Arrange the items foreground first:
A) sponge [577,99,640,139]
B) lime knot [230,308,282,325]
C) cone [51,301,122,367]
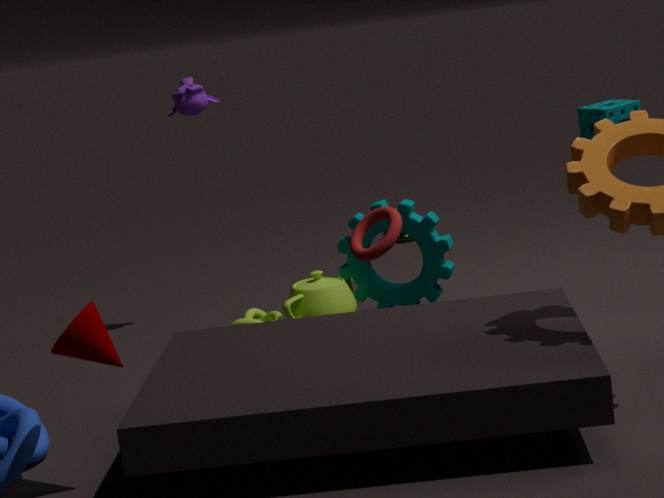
cone [51,301,122,367] → sponge [577,99,640,139] → lime knot [230,308,282,325]
